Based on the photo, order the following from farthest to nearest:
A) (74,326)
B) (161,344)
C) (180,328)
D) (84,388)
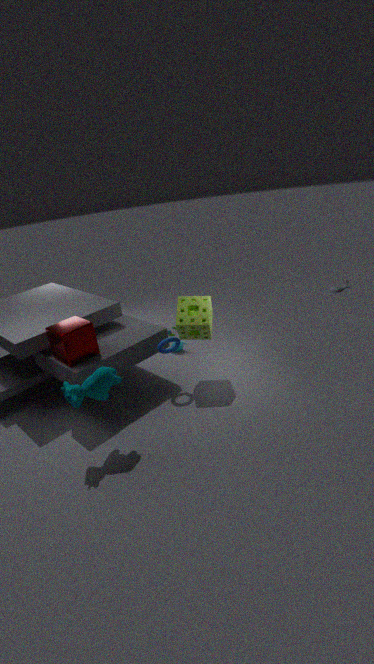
(161,344) → (180,328) → (74,326) → (84,388)
